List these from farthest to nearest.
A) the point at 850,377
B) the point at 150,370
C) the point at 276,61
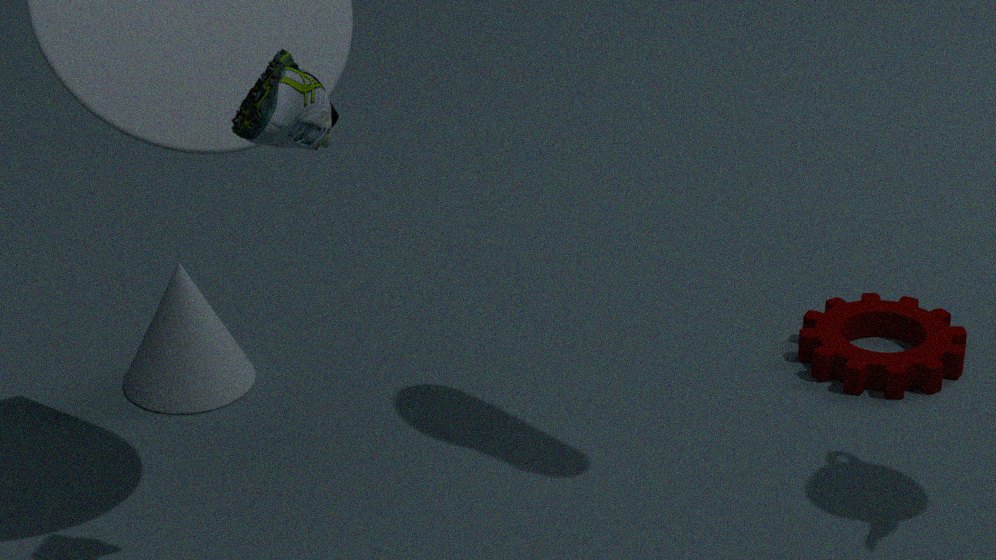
A. the point at 850,377, B. the point at 150,370, C. the point at 276,61
